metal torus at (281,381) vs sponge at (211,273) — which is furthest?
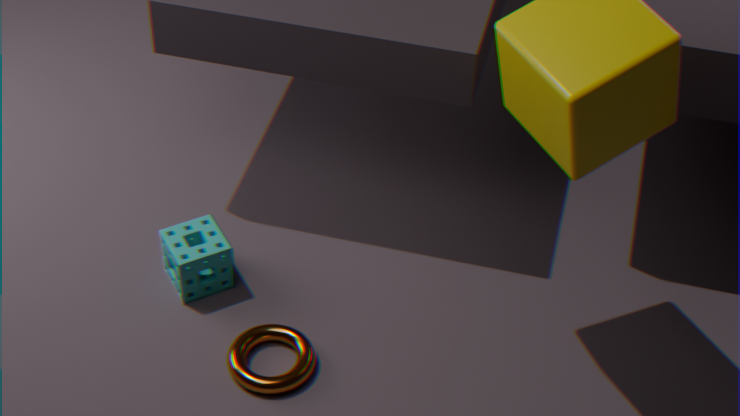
sponge at (211,273)
